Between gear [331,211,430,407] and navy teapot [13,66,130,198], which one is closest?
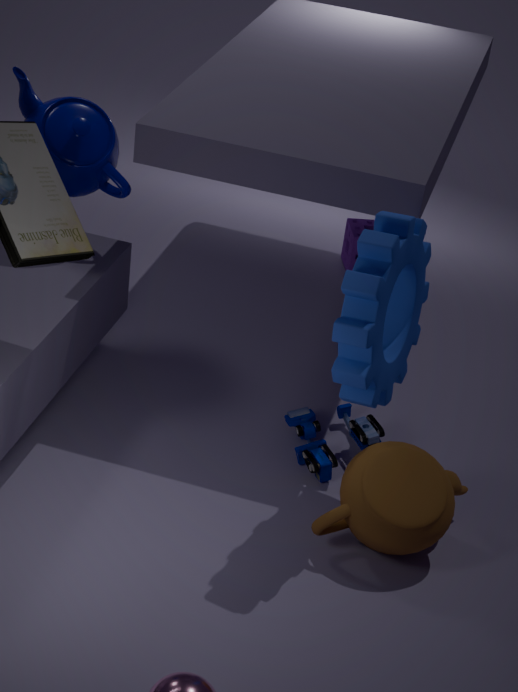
gear [331,211,430,407]
